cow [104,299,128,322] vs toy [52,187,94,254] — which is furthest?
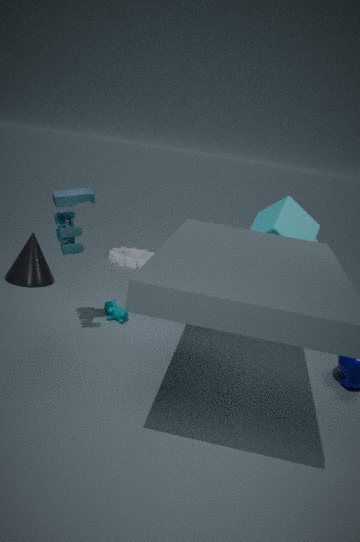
cow [104,299,128,322]
